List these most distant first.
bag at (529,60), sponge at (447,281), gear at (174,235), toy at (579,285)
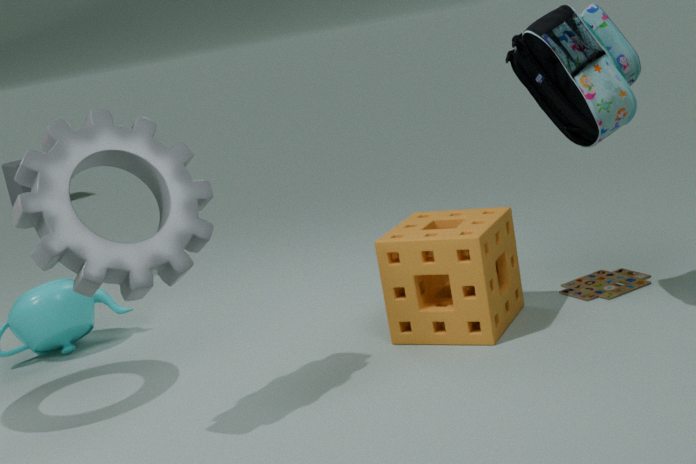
toy at (579,285)
sponge at (447,281)
bag at (529,60)
gear at (174,235)
